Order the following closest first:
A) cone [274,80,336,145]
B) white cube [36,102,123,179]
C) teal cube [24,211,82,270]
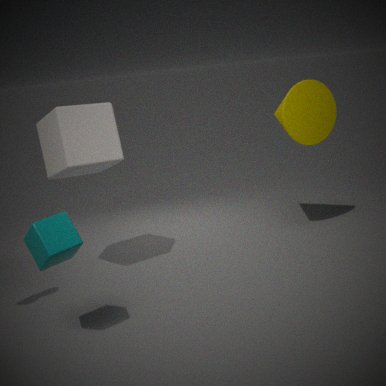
teal cube [24,211,82,270]
white cube [36,102,123,179]
cone [274,80,336,145]
